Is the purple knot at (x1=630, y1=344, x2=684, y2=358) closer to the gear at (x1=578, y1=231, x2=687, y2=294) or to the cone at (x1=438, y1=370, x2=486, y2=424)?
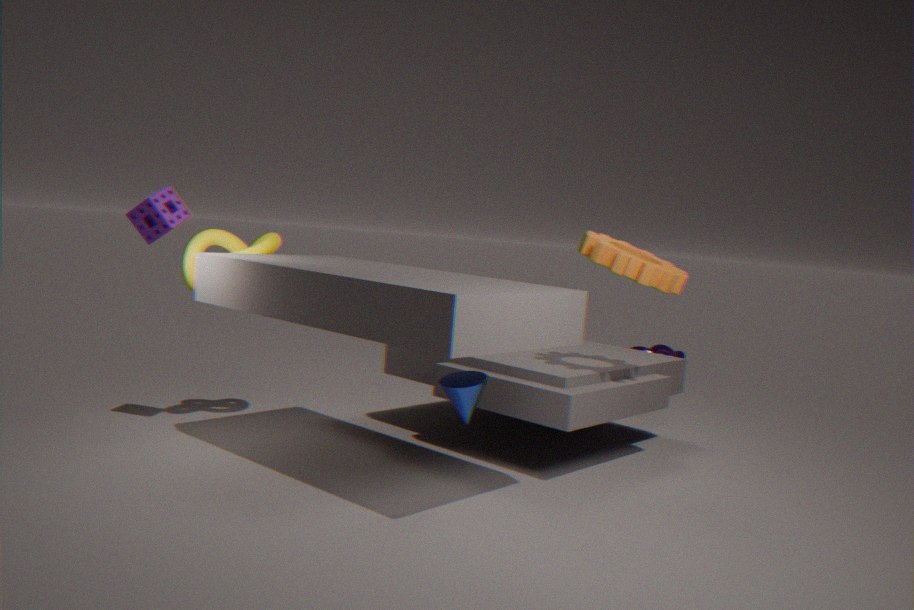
the gear at (x1=578, y1=231, x2=687, y2=294)
